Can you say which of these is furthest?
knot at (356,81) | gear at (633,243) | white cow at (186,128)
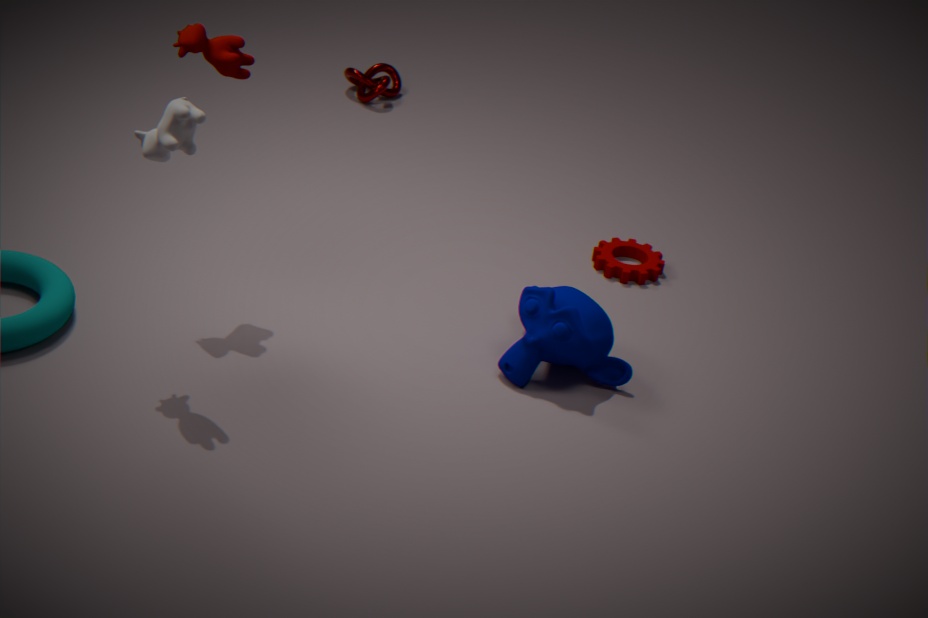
knot at (356,81)
